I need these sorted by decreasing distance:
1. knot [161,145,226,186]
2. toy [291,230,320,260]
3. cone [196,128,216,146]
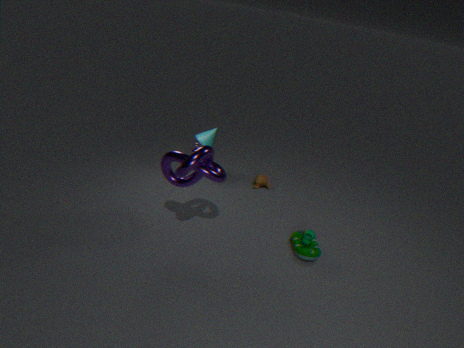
cone [196,128,216,146]
toy [291,230,320,260]
knot [161,145,226,186]
